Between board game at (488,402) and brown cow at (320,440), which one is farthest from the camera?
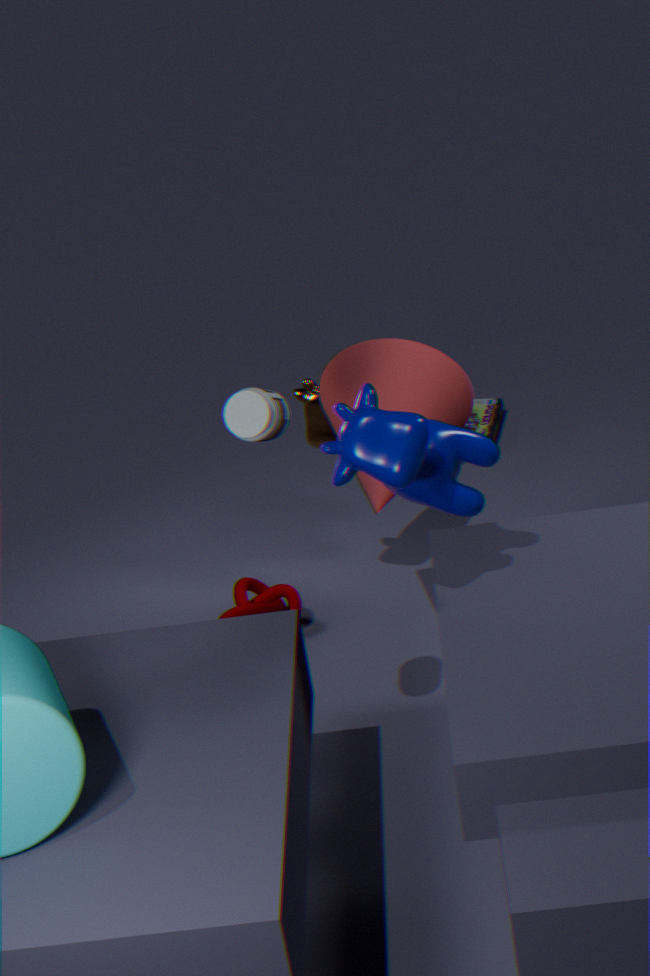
board game at (488,402)
